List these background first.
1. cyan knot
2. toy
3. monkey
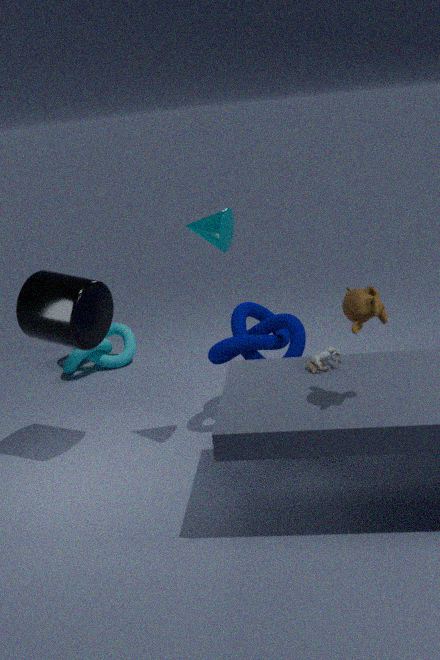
1. cyan knot
2. toy
3. monkey
